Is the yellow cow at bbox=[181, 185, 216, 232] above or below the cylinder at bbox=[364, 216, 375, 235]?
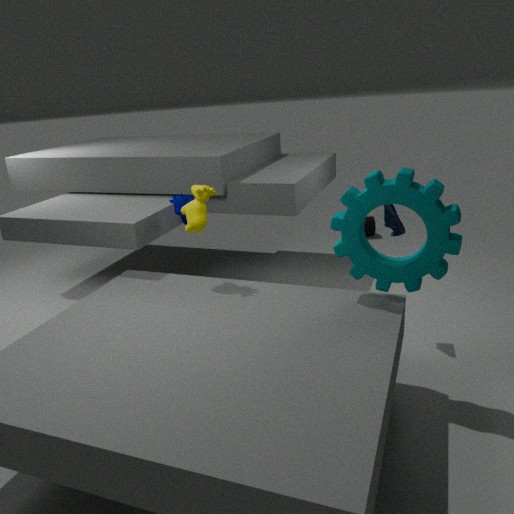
above
